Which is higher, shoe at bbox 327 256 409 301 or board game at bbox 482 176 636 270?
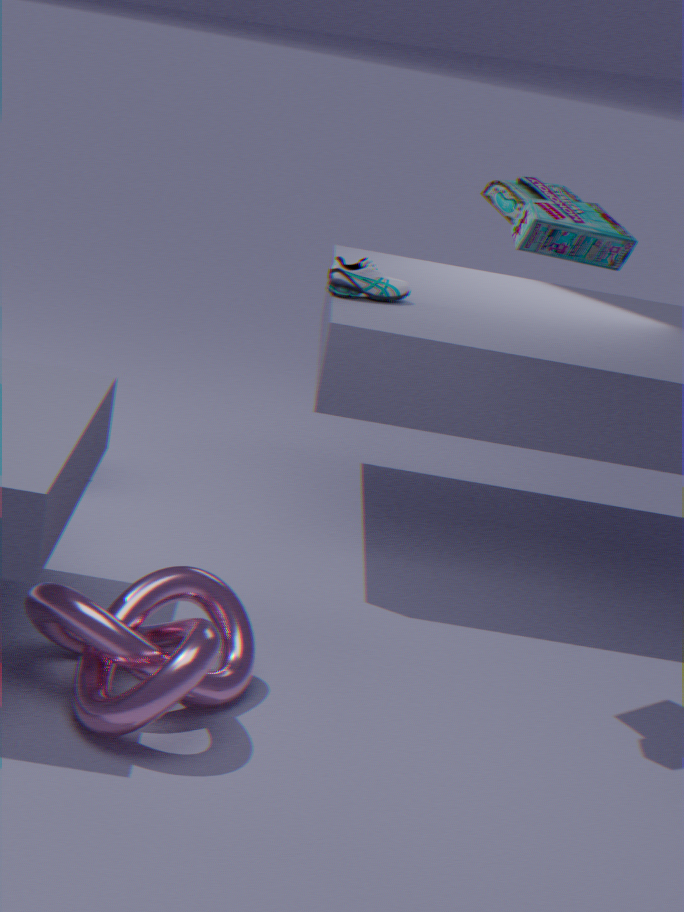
board game at bbox 482 176 636 270
